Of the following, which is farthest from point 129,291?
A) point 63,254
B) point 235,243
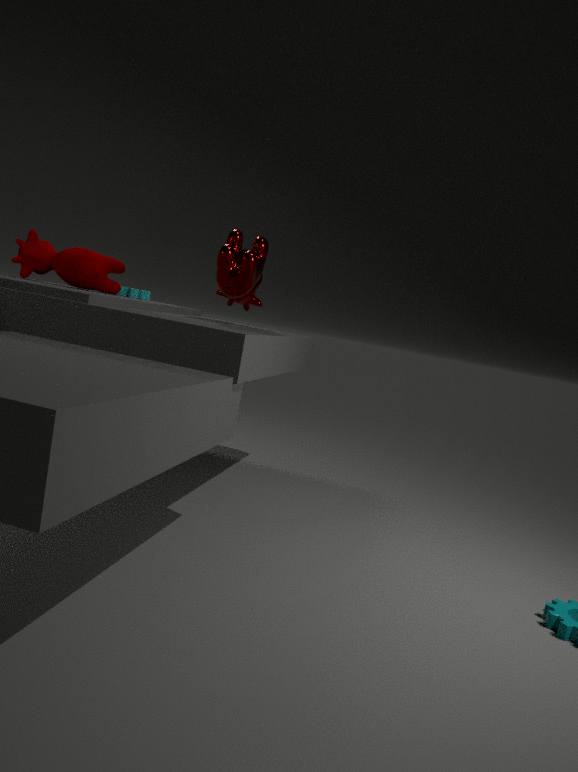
point 235,243
